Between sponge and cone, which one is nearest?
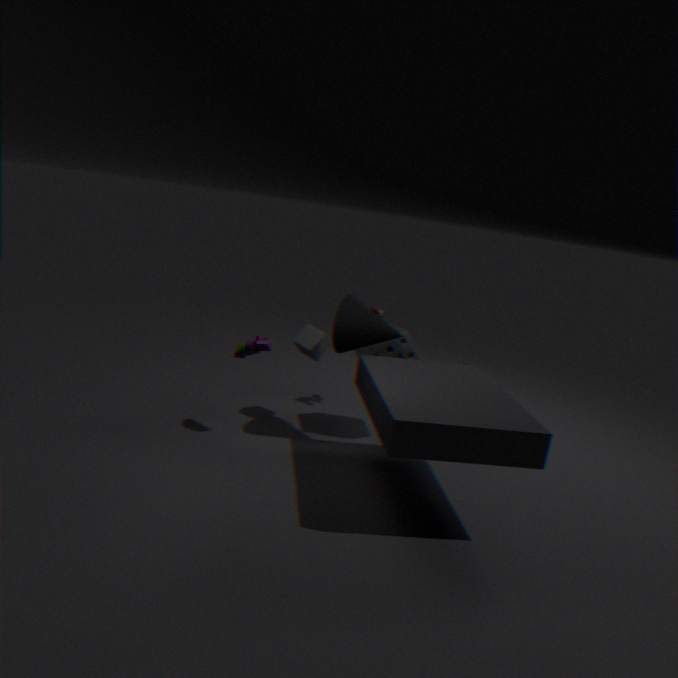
cone
